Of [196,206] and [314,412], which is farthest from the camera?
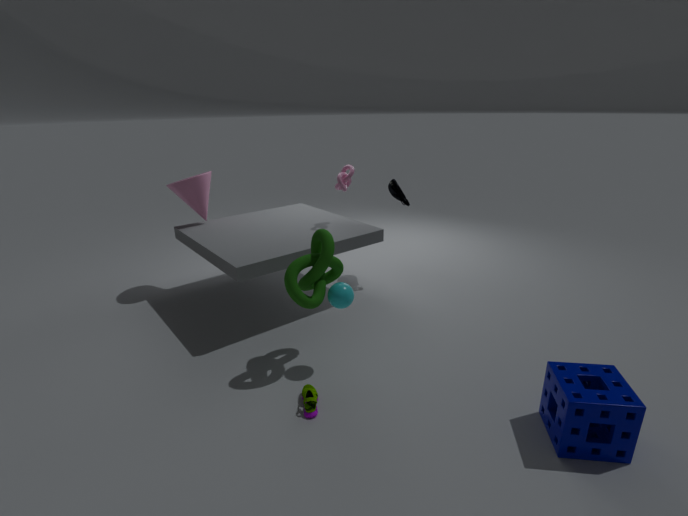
[196,206]
